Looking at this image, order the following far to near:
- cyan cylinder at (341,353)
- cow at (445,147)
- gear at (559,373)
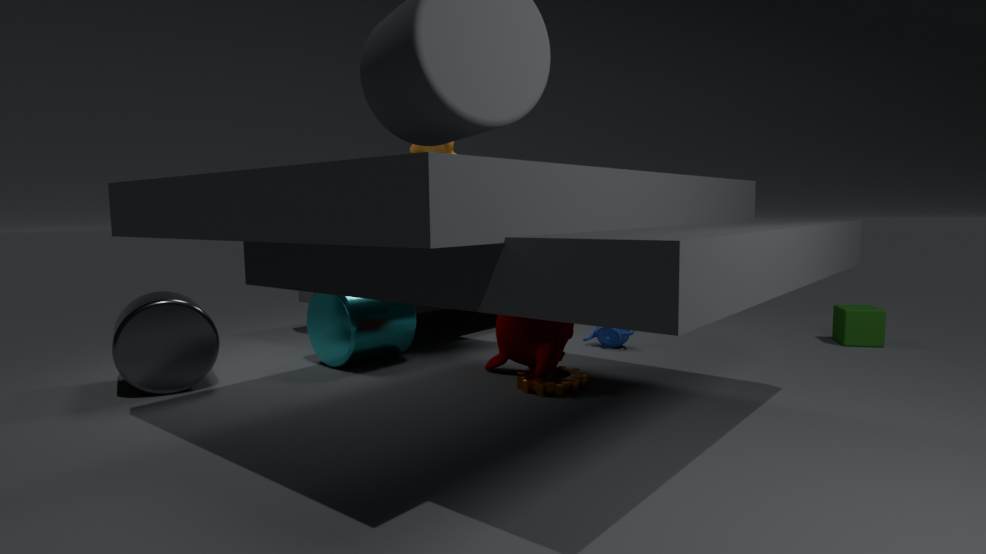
1. cow at (445,147)
2. cyan cylinder at (341,353)
3. gear at (559,373)
